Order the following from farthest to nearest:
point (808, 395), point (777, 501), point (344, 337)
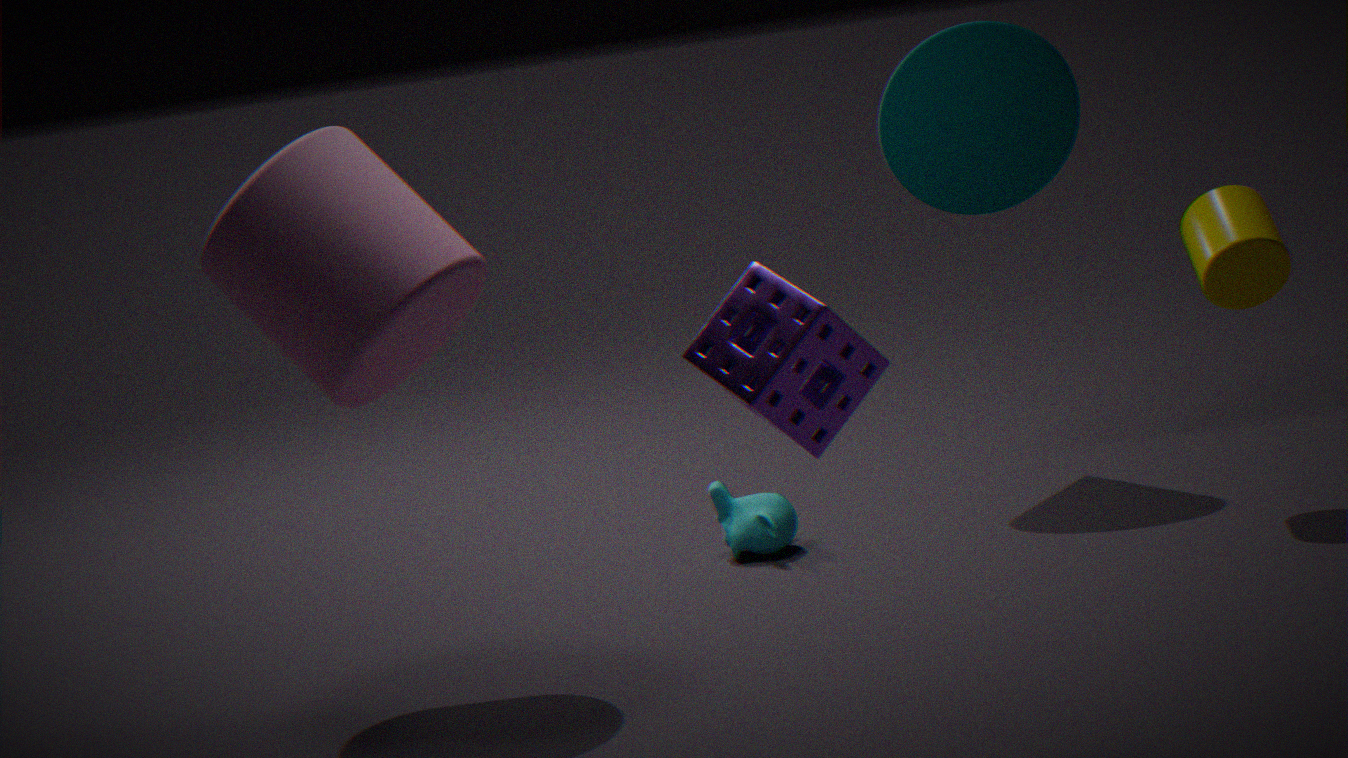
point (777, 501), point (344, 337), point (808, 395)
